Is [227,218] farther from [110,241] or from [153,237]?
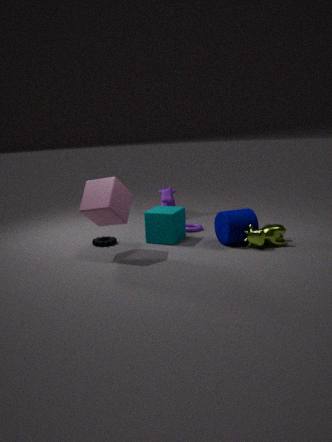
[110,241]
